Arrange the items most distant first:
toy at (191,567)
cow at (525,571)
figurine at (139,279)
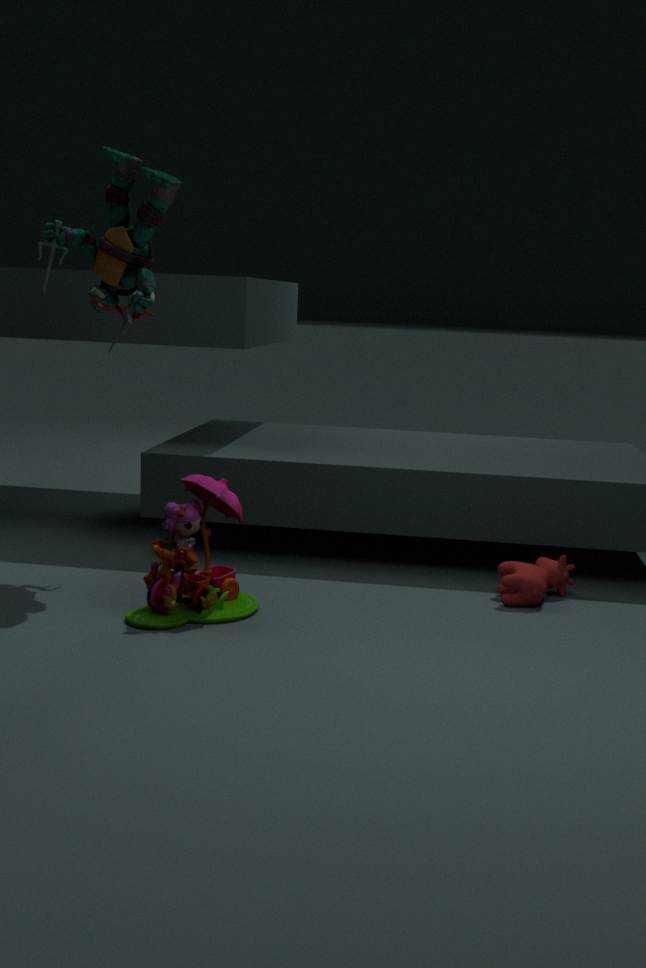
figurine at (139,279) < cow at (525,571) < toy at (191,567)
